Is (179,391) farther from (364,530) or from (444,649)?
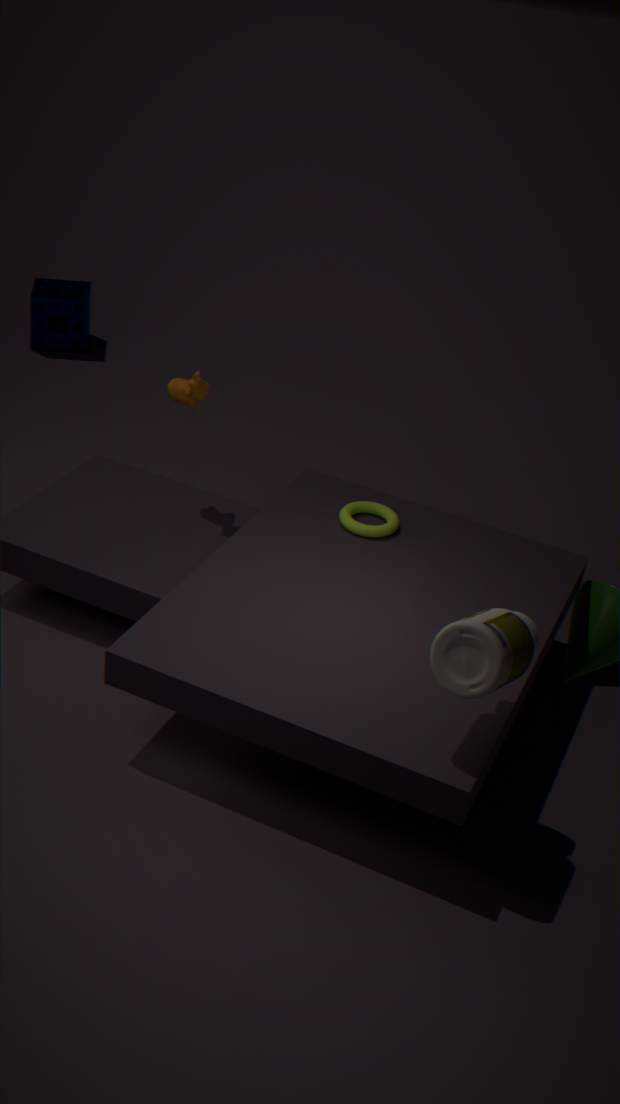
(444,649)
